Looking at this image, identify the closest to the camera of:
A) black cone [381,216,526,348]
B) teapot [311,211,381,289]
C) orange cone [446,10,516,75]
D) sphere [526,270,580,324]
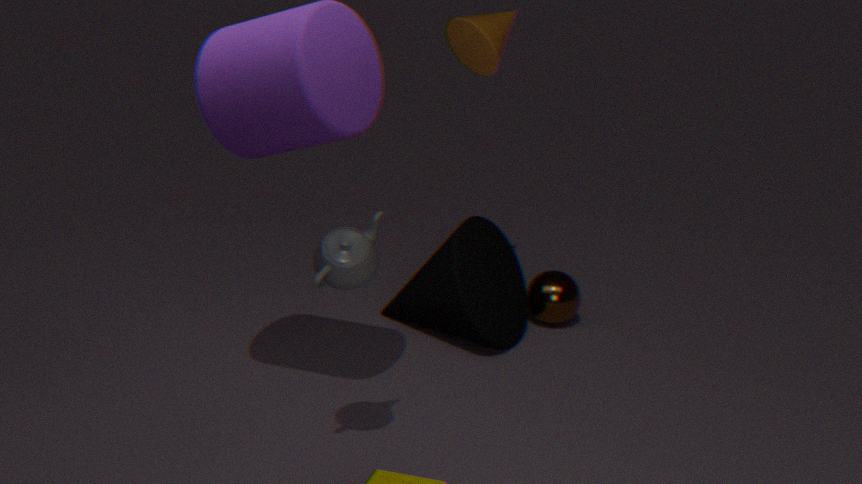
teapot [311,211,381,289]
